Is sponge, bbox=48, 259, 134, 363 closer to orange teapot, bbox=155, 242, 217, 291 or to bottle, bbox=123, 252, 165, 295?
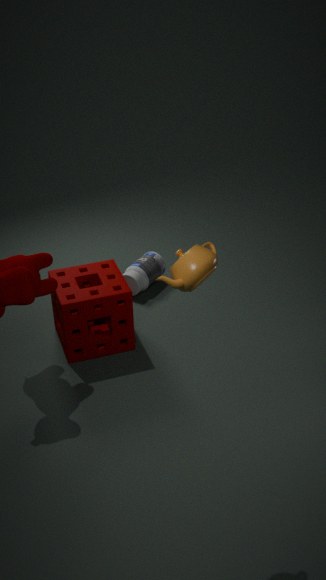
bottle, bbox=123, 252, 165, 295
